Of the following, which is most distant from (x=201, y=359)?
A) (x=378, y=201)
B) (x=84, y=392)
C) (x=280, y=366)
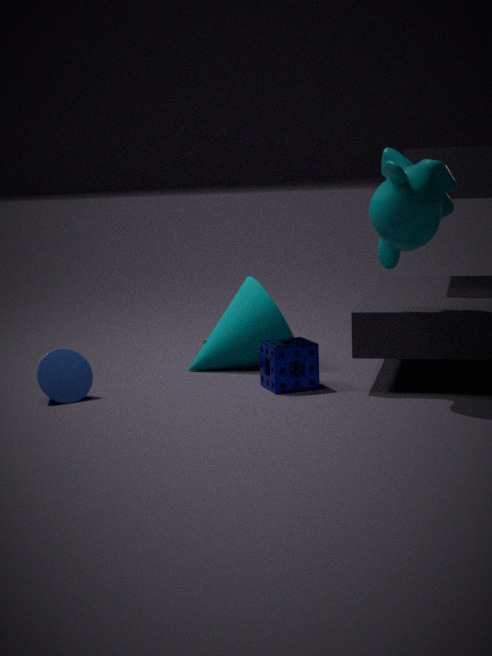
(x=378, y=201)
